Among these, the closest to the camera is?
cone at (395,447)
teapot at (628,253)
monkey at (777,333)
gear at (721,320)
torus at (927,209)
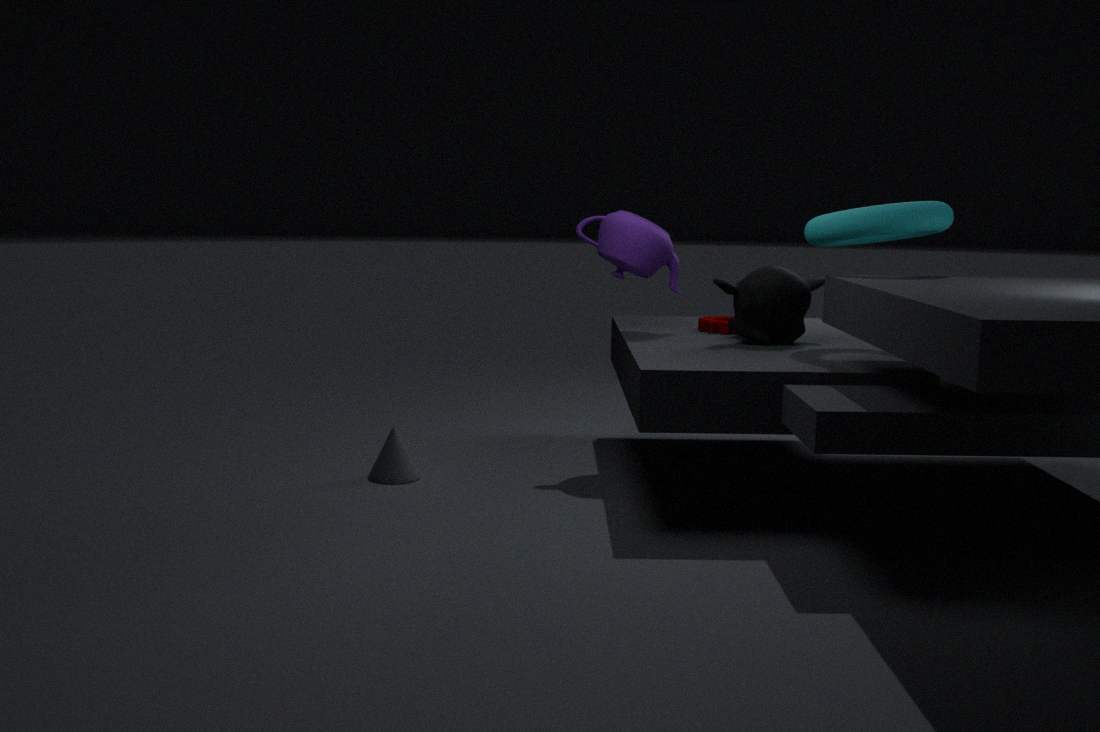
torus at (927,209)
